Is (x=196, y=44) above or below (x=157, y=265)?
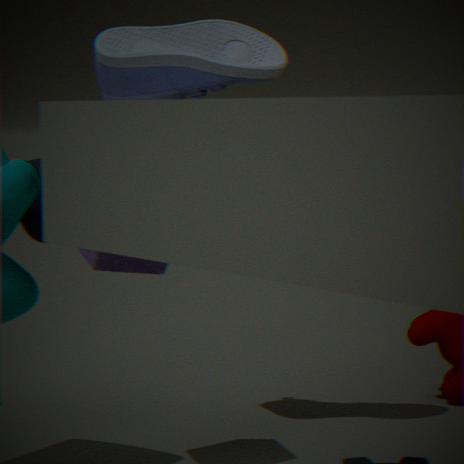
above
